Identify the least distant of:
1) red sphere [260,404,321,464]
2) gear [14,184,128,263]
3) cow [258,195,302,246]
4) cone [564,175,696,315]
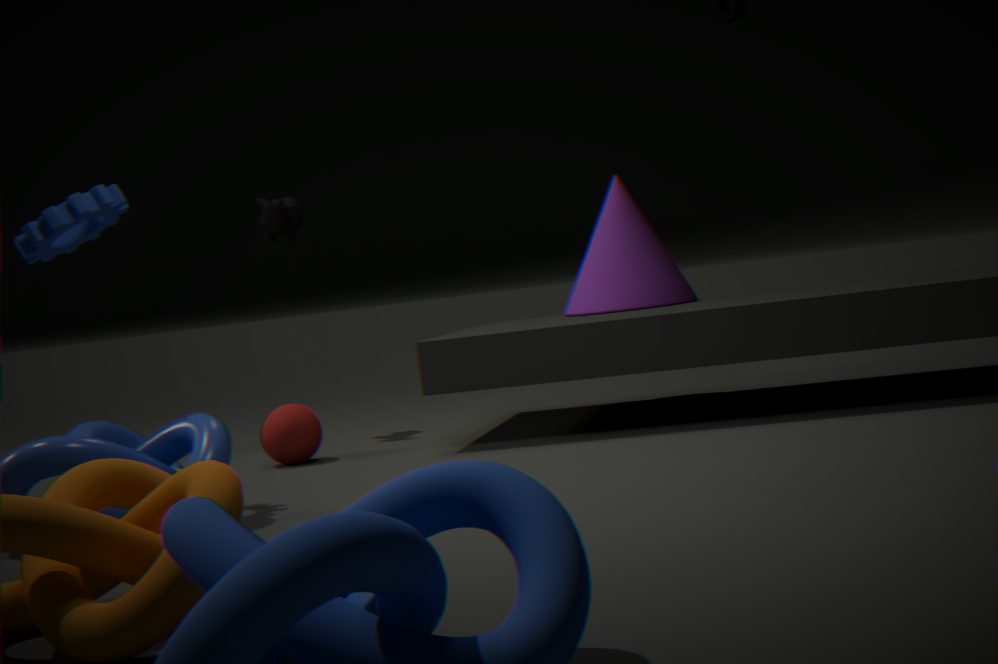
2. gear [14,184,128,263]
